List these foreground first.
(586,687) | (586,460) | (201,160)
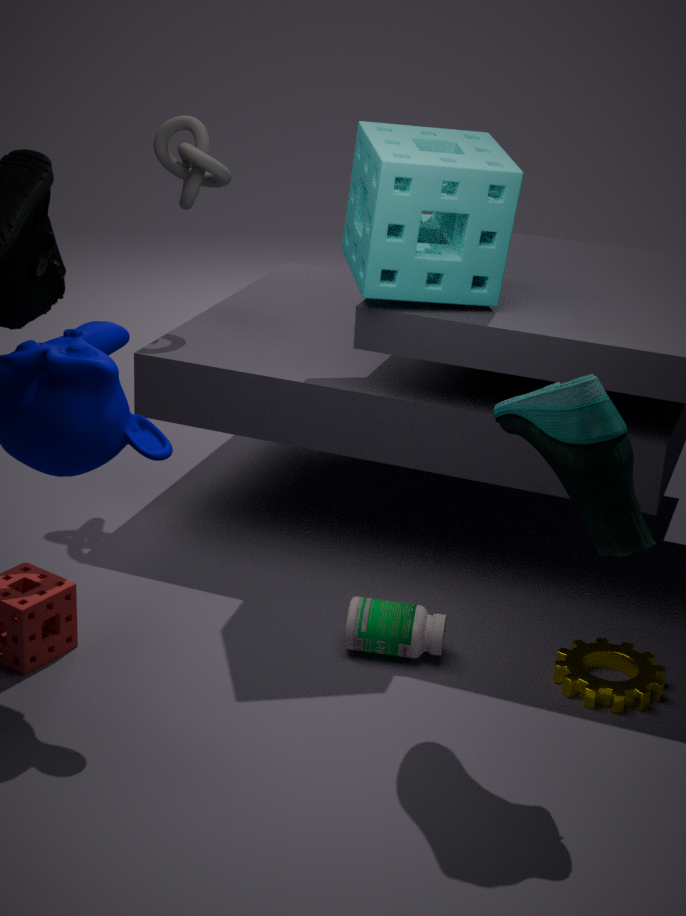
1. (586,460)
2. (586,687)
3. (201,160)
